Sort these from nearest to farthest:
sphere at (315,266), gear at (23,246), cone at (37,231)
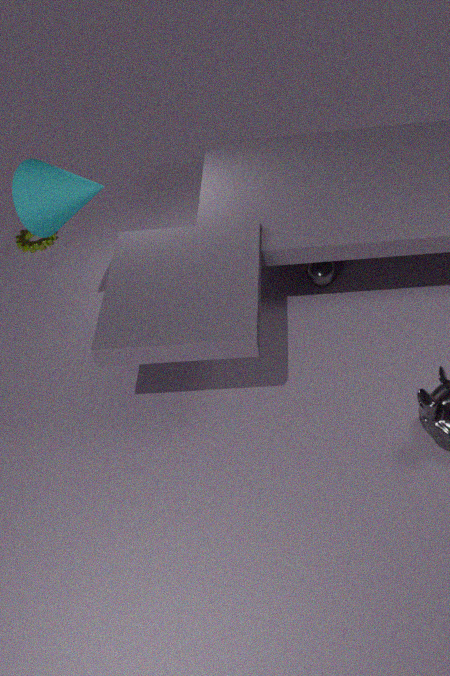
cone at (37,231) < sphere at (315,266) < gear at (23,246)
